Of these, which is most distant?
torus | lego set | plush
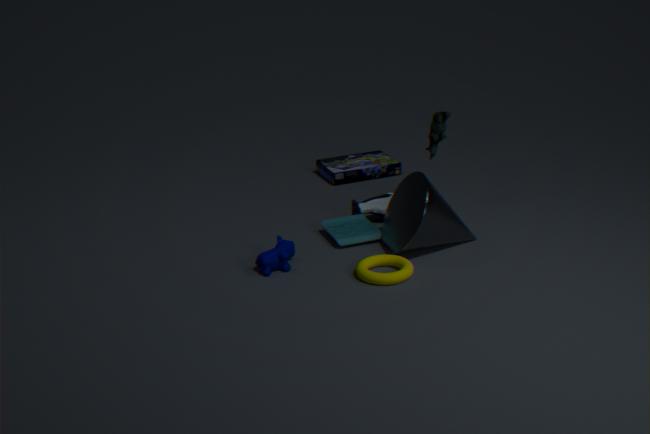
lego set
